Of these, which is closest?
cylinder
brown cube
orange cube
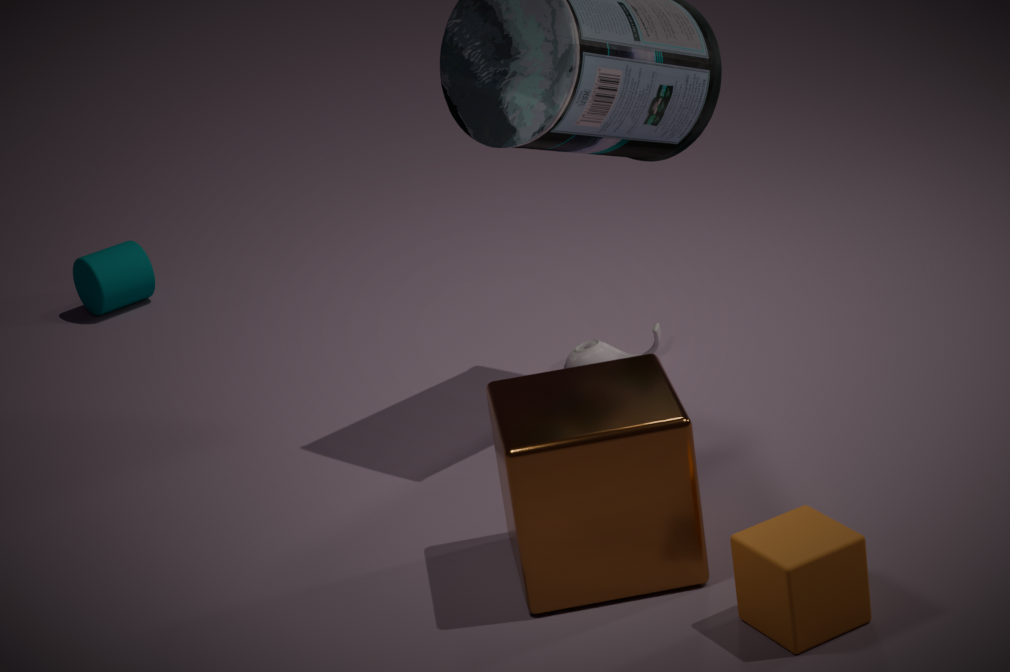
orange cube
